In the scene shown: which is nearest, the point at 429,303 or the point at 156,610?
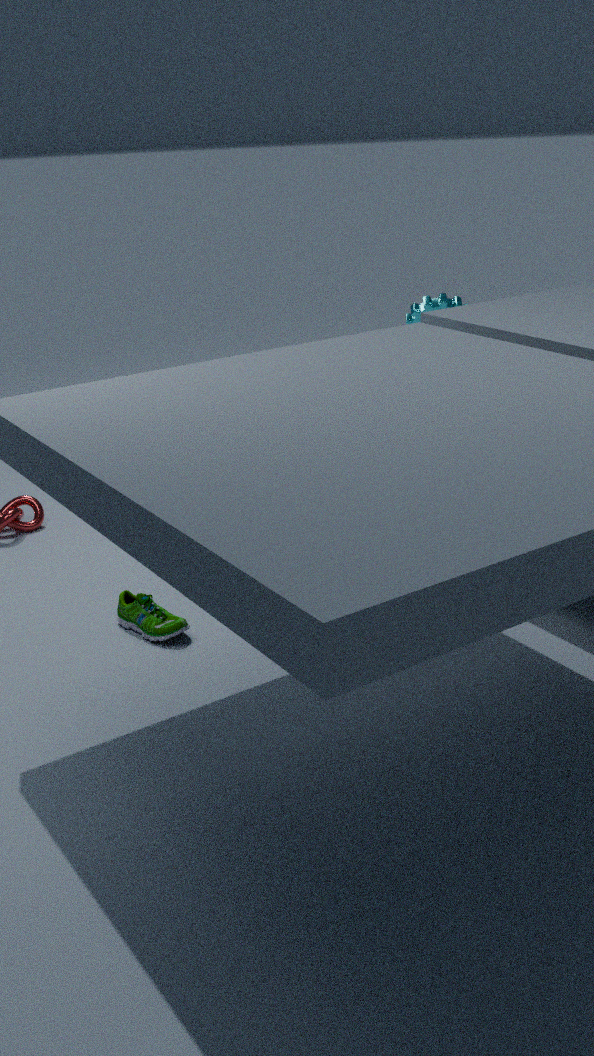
the point at 156,610
